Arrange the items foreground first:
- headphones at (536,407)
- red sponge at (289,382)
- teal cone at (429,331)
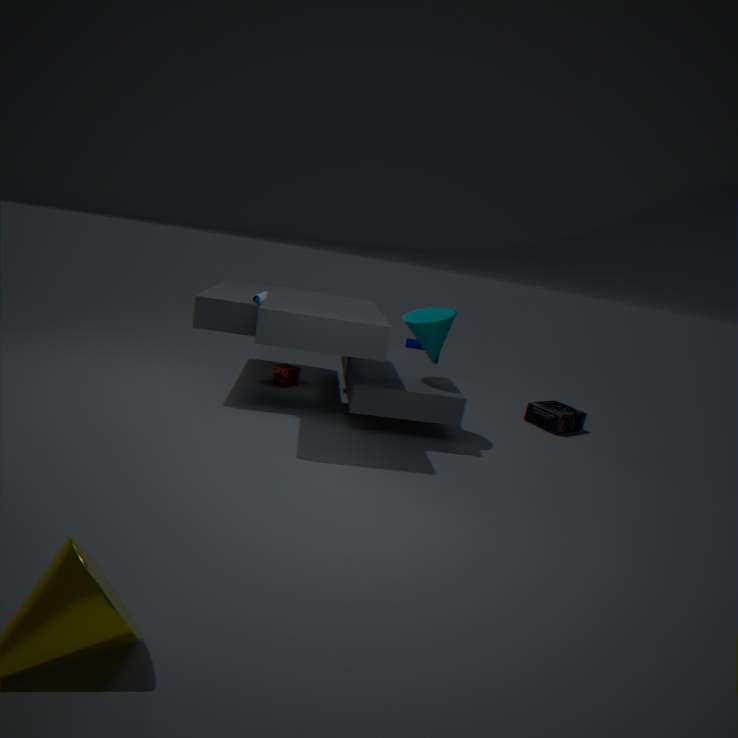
teal cone at (429,331)
headphones at (536,407)
red sponge at (289,382)
